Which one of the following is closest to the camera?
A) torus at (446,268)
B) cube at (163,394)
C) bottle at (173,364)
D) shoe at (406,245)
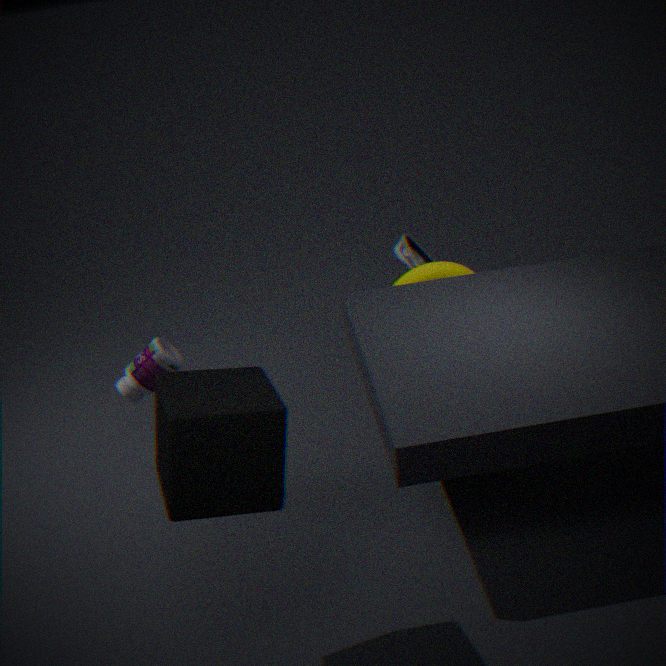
cube at (163,394)
